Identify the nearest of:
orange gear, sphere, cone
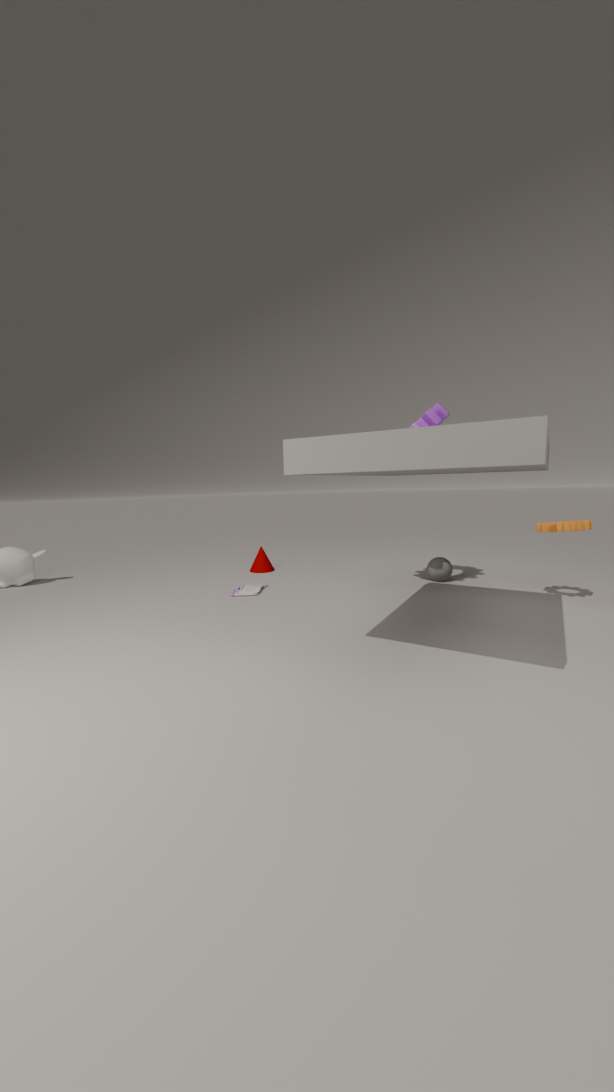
orange gear
